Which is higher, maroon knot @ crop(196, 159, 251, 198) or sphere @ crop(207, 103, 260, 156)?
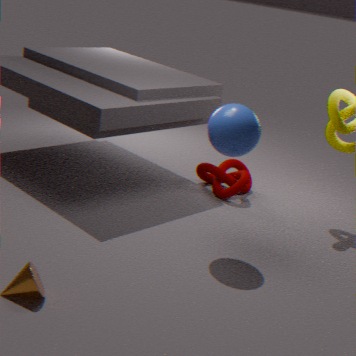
sphere @ crop(207, 103, 260, 156)
